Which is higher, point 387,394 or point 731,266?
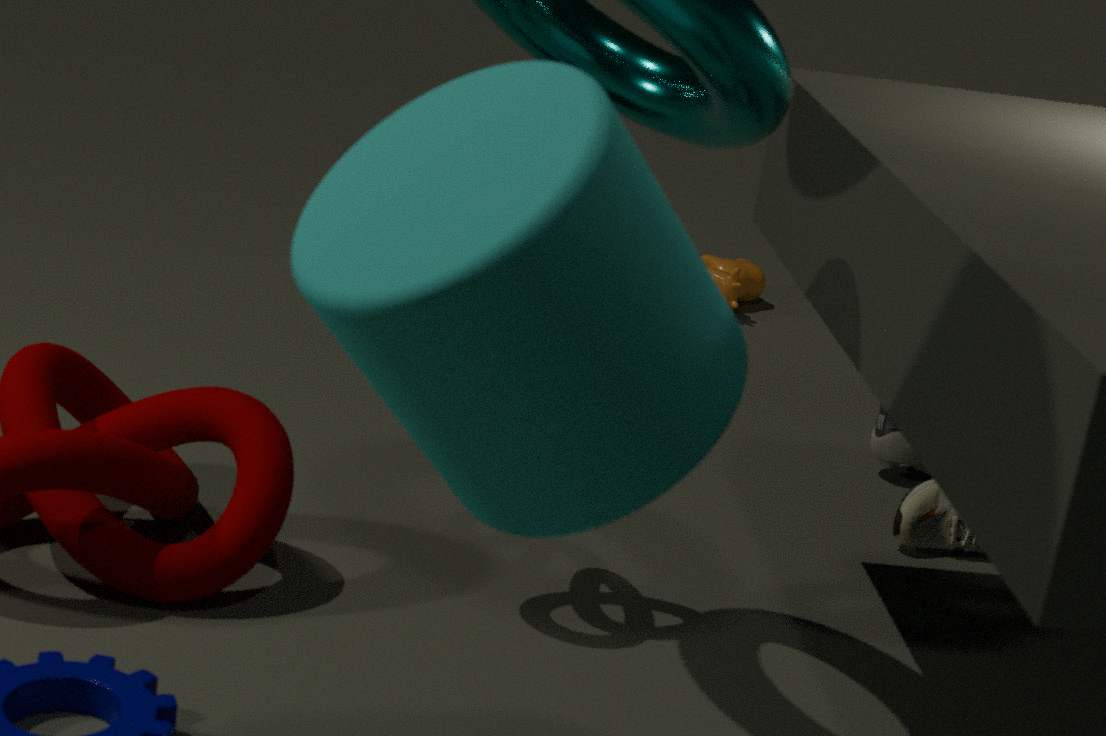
point 387,394
